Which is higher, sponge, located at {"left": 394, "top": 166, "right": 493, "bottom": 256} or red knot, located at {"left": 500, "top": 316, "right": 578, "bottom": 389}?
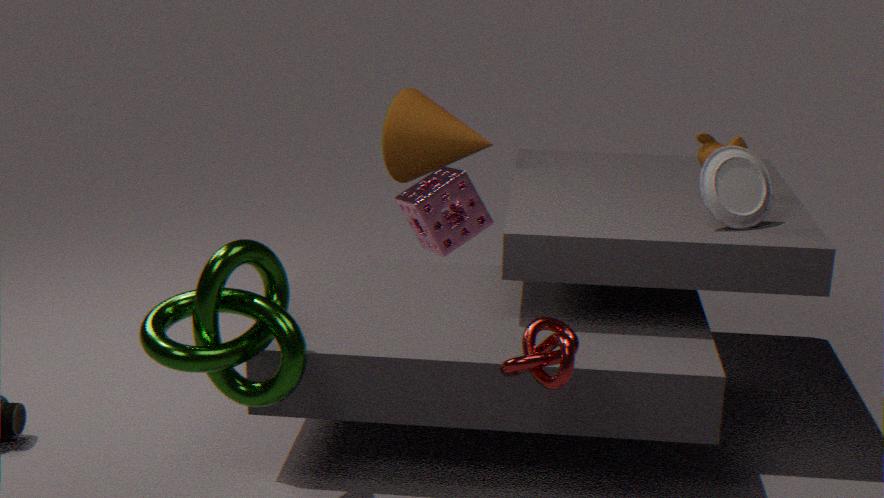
sponge, located at {"left": 394, "top": 166, "right": 493, "bottom": 256}
